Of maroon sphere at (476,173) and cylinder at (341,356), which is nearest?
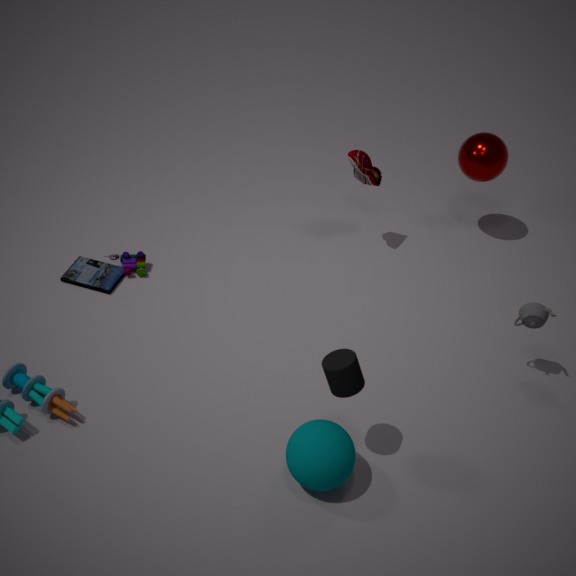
cylinder at (341,356)
